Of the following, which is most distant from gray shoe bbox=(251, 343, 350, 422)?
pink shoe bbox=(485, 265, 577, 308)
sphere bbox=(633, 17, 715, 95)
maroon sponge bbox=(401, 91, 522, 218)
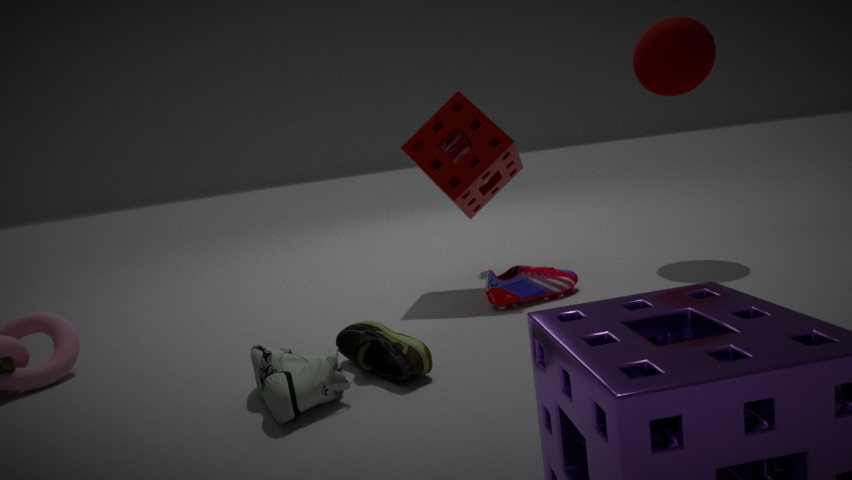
sphere bbox=(633, 17, 715, 95)
